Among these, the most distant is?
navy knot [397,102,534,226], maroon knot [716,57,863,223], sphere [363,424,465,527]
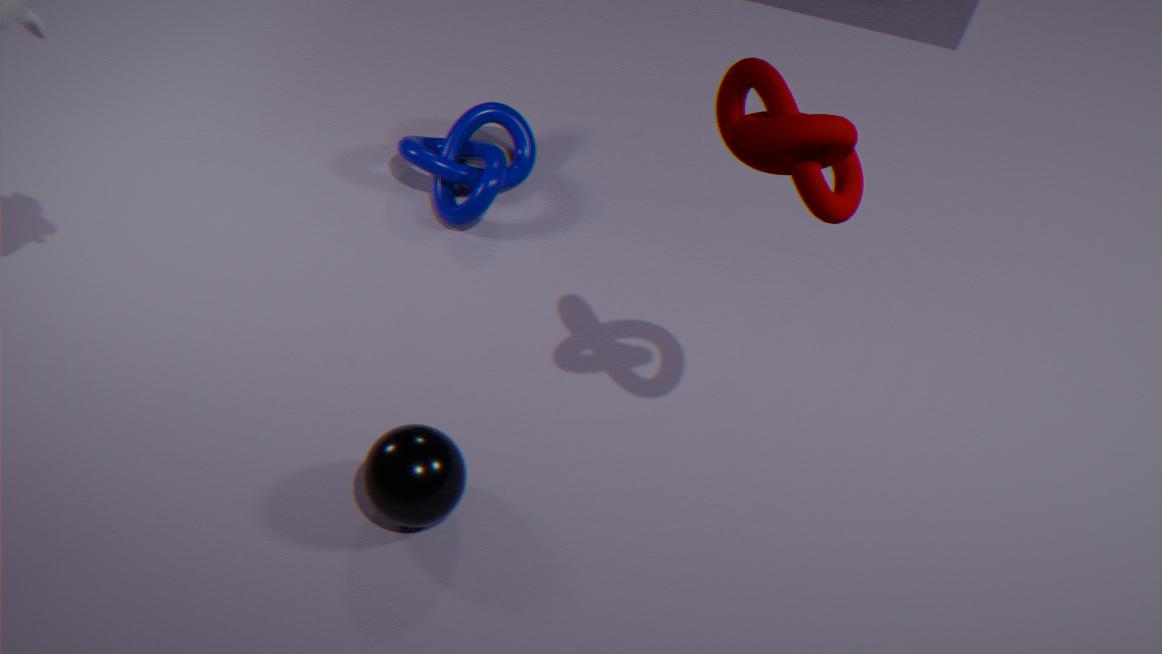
navy knot [397,102,534,226]
